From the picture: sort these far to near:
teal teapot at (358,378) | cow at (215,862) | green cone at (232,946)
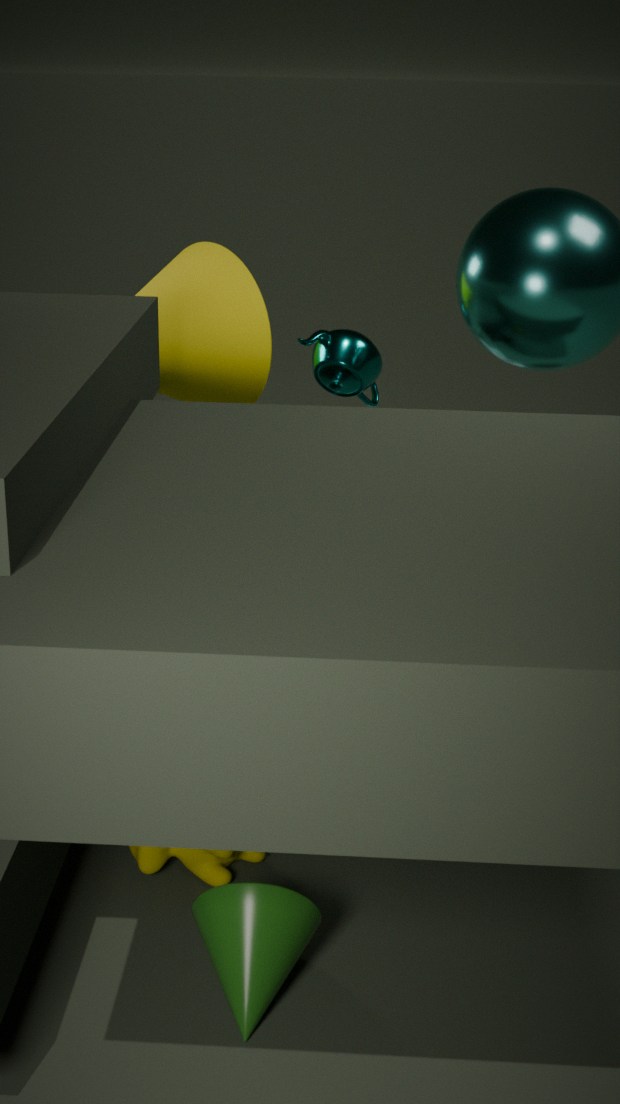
teal teapot at (358,378), cow at (215,862), green cone at (232,946)
